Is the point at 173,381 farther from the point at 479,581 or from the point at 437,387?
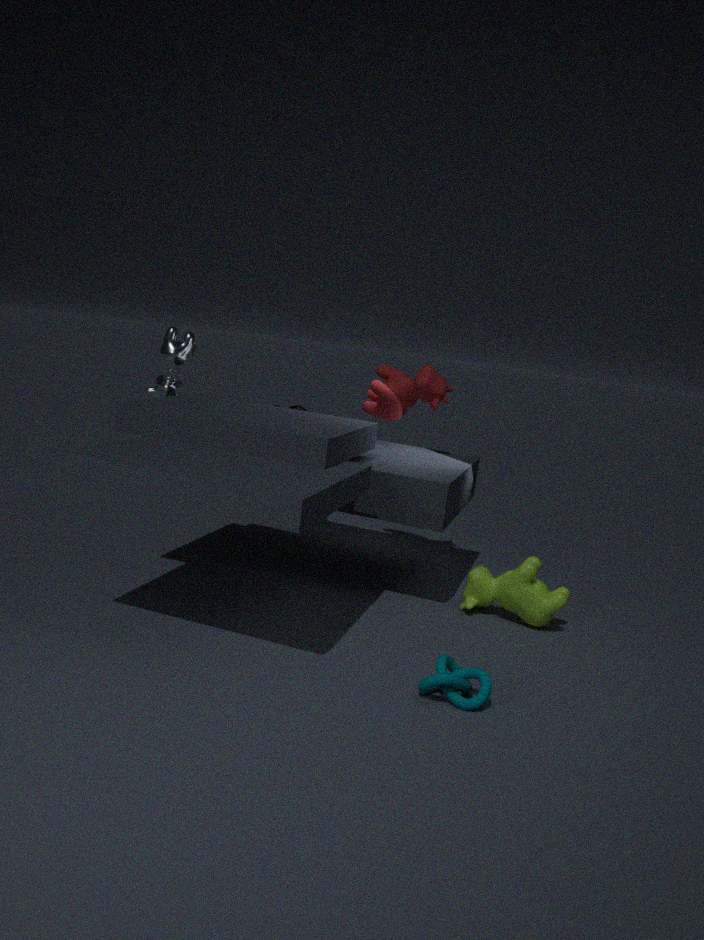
the point at 479,581
